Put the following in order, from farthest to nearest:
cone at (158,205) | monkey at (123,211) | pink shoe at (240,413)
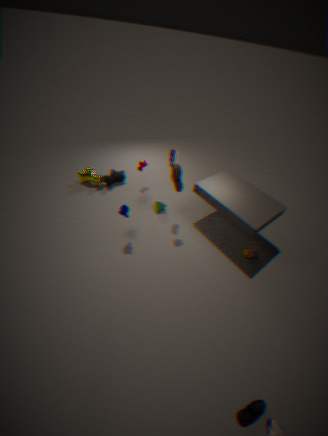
cone at (158,205) → monkey at (123,211) → pink shoe at (240,413)
